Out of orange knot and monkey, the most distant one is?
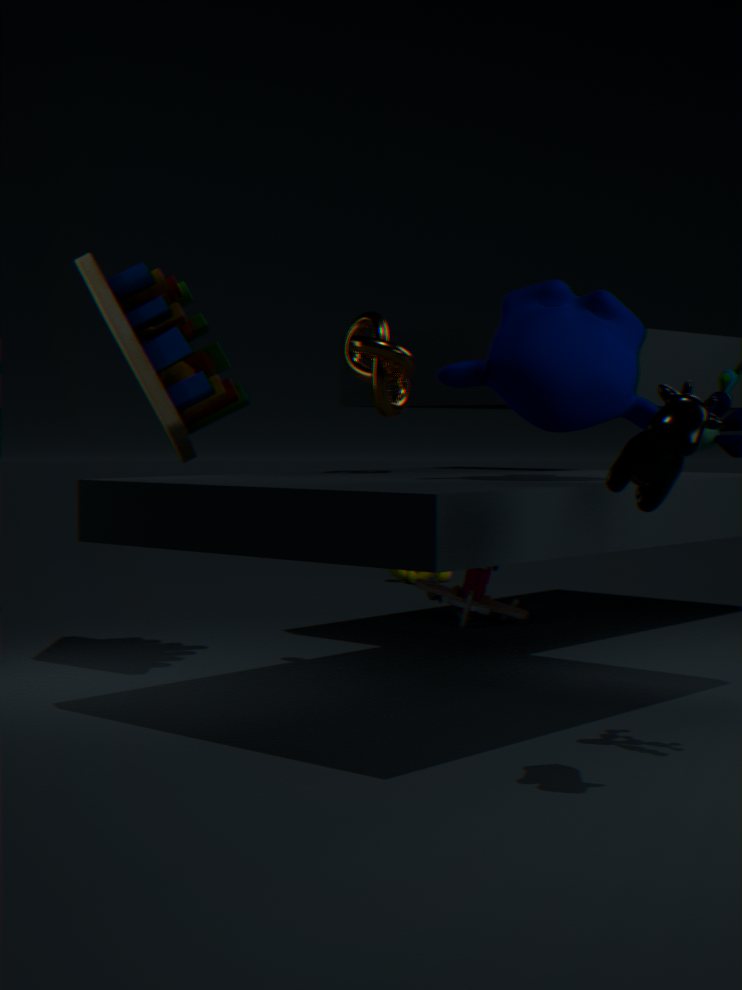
orange knot
